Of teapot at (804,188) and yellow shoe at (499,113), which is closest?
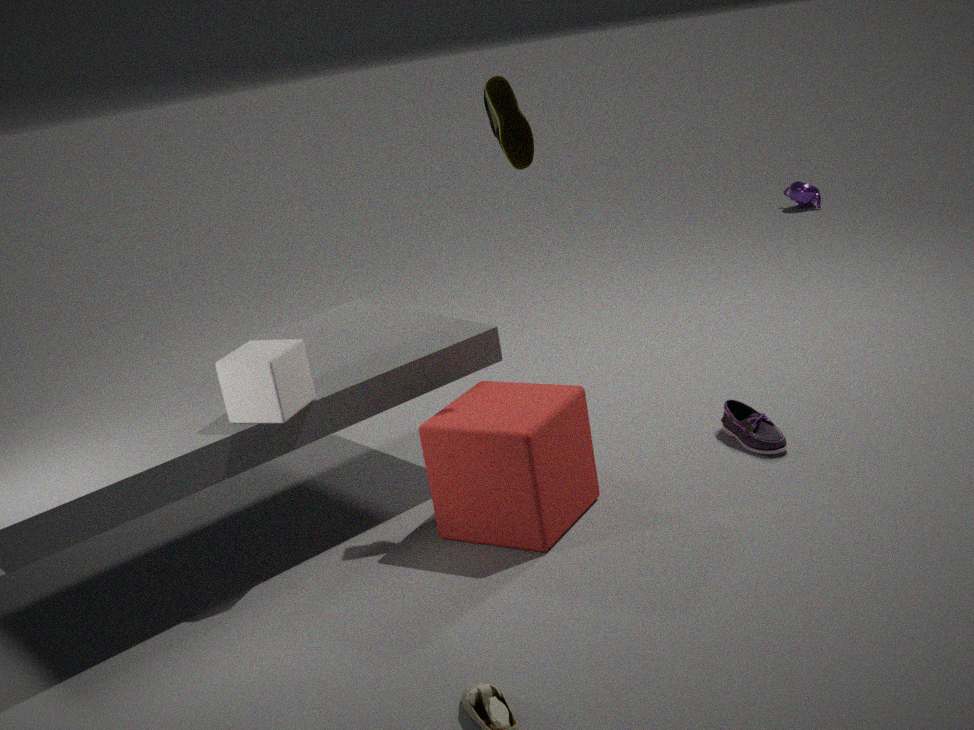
yellow shoe at (499,113)
